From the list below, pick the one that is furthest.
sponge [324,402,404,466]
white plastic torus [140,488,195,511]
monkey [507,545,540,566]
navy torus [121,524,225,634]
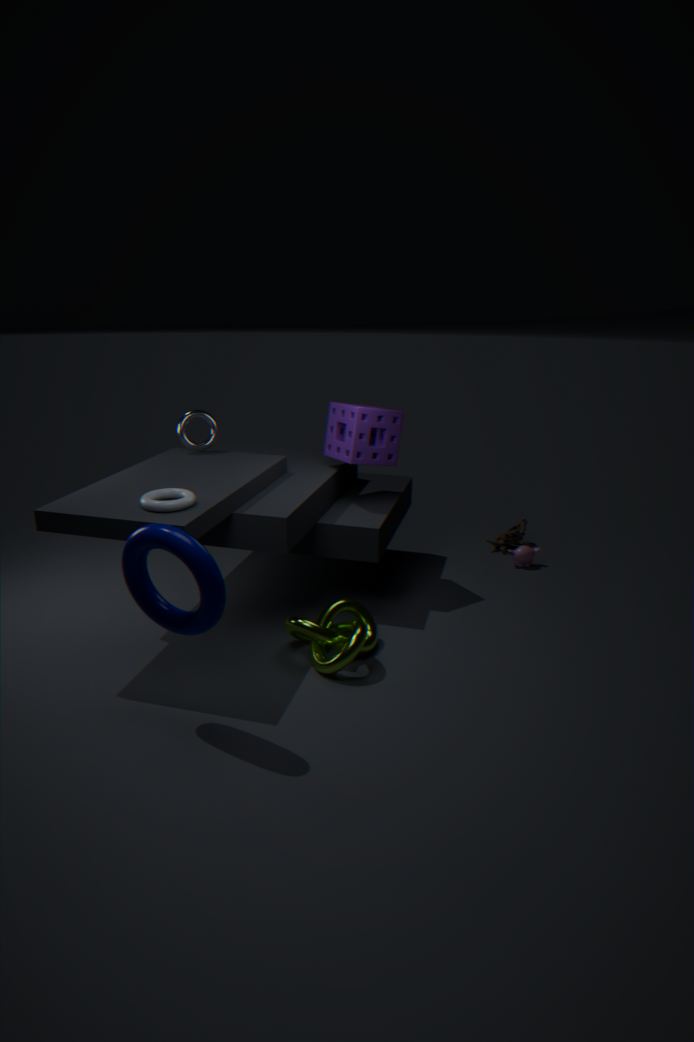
monkey [507,545,540,566]
